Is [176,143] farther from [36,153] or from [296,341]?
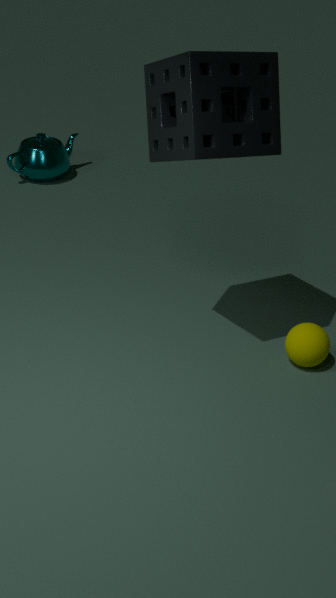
[36,153]
